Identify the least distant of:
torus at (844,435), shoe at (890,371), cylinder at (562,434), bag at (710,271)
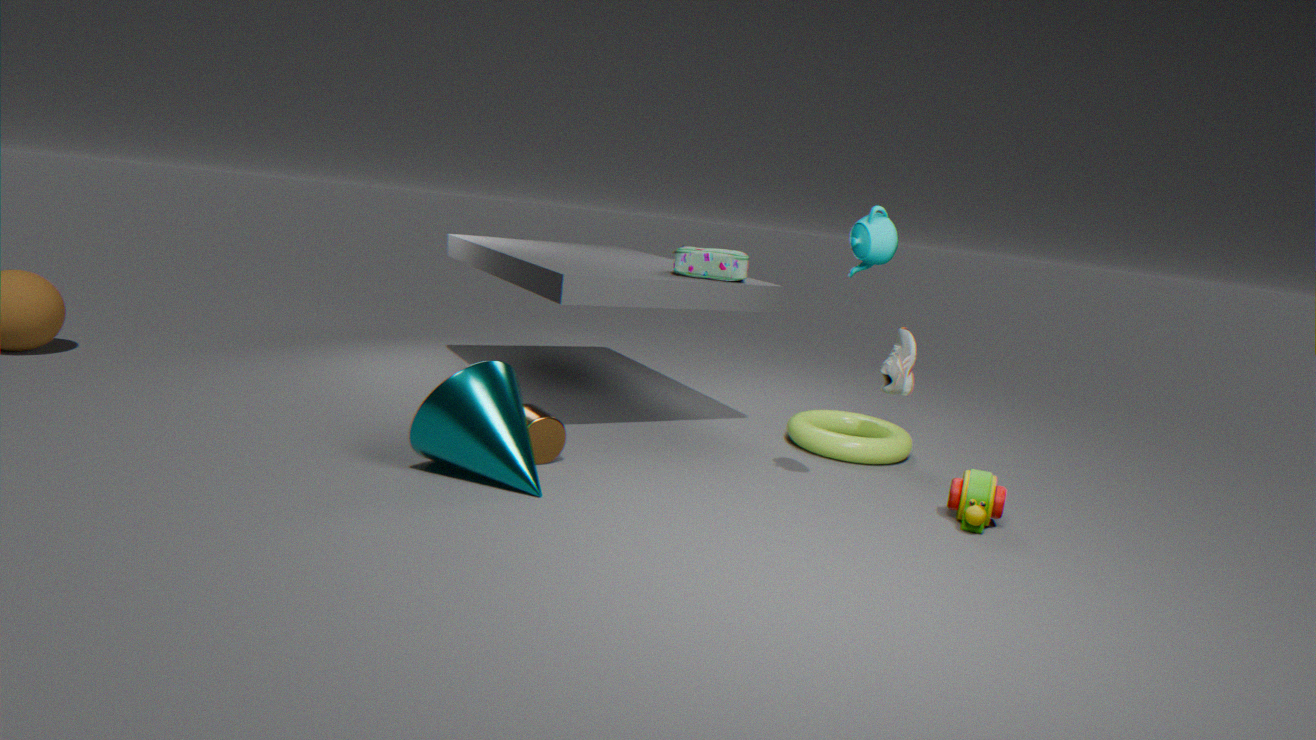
cylinder at (562,434)
